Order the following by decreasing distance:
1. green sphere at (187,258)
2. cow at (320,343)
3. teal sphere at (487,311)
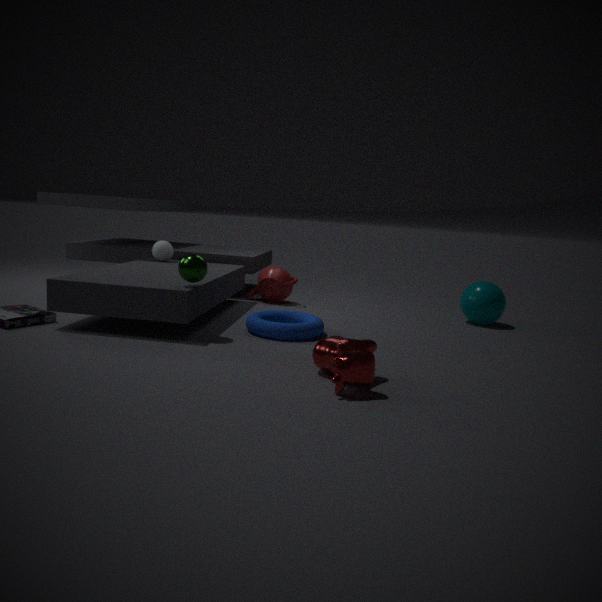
teal sphere at (487,311) → green sphere at (187,258) → cow at (320,343)
